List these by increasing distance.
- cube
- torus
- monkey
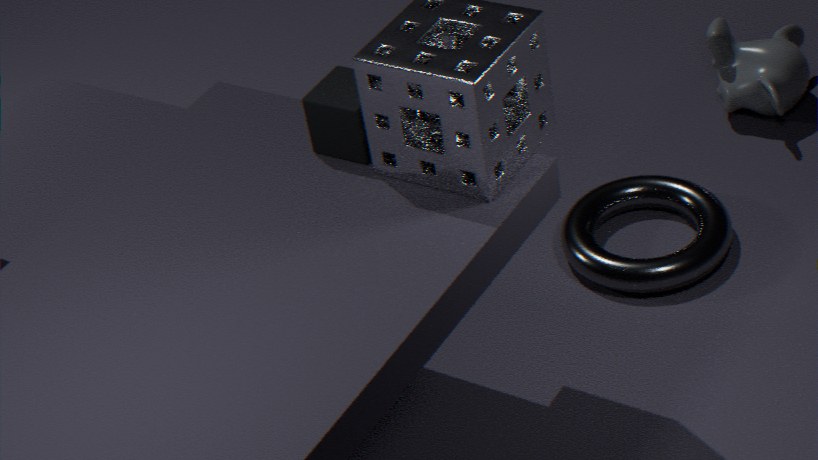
1. cube
2. torus
3. monkey
